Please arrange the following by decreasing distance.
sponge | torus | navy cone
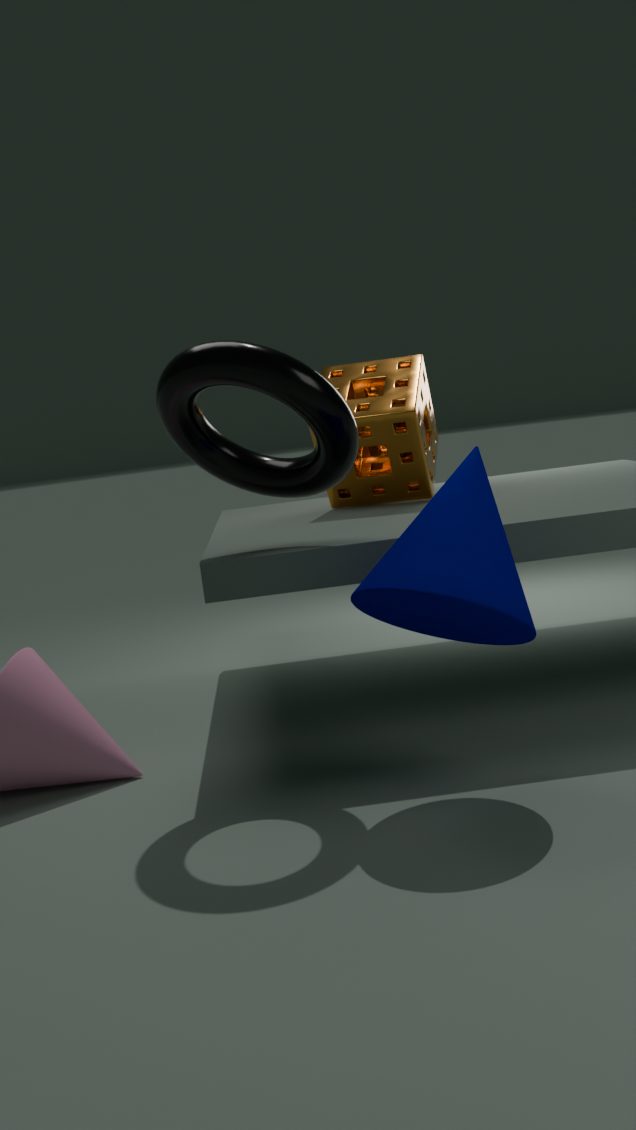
sponge < torus < navy cone
